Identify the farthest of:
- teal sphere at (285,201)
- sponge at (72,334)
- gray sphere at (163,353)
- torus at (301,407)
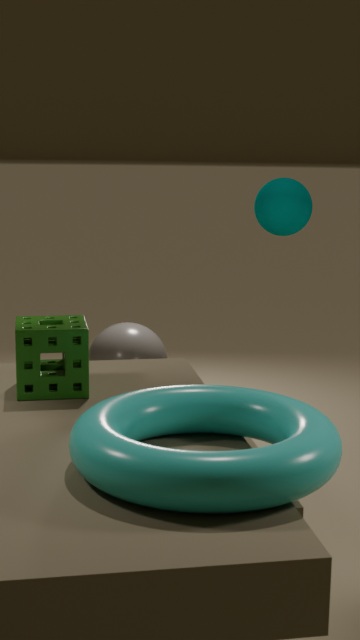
gray sphere at (163,353)
